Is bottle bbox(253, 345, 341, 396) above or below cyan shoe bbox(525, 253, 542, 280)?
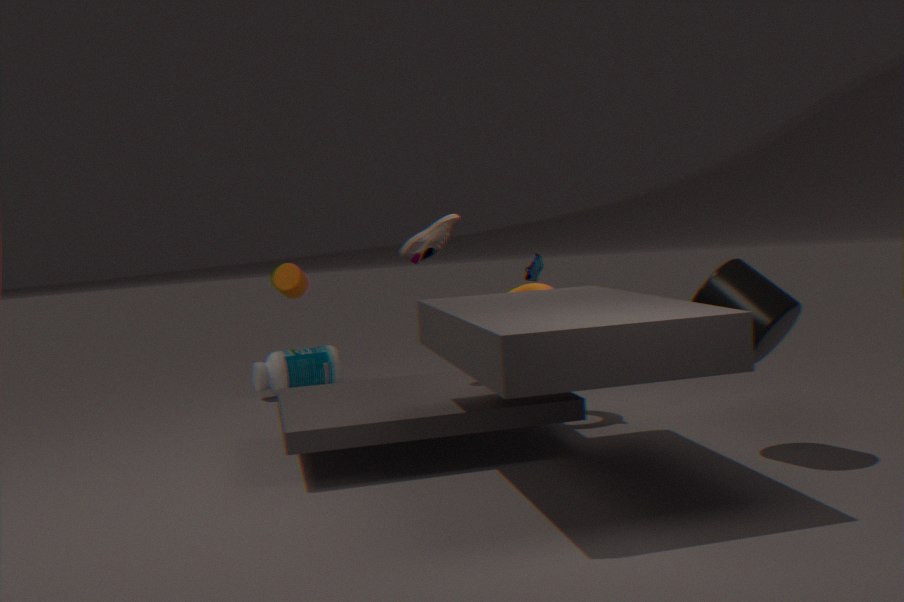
below
